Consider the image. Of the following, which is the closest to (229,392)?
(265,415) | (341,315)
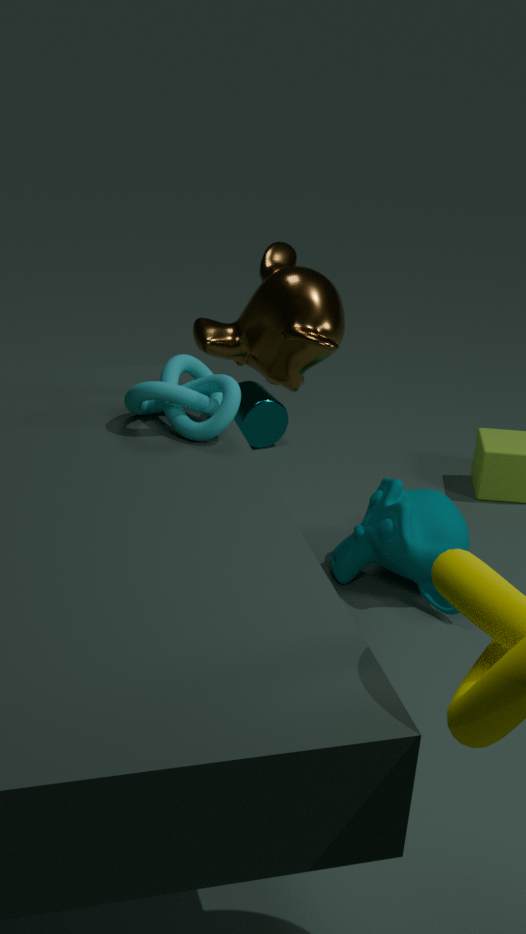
(341,315)
